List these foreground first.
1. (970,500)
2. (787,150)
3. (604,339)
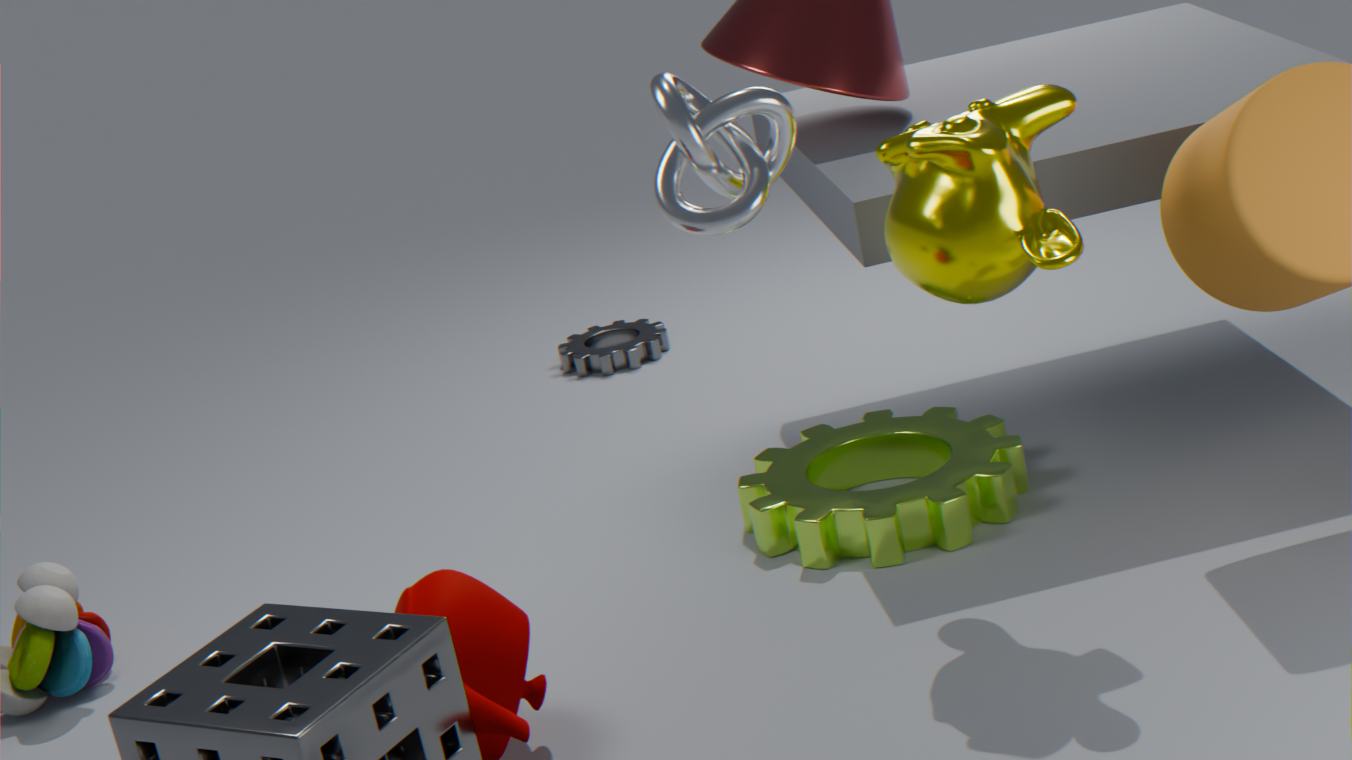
(787,150) < (970,500) < (604,339)
